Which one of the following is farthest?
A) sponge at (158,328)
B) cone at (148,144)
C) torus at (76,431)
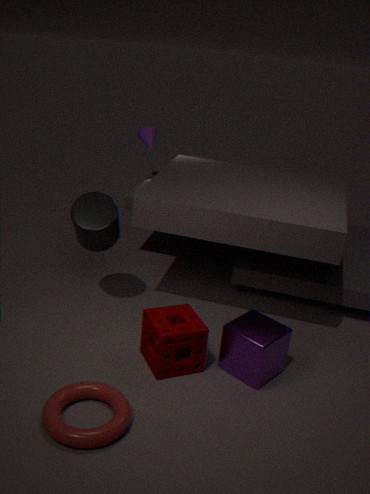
cone at (148,144)
